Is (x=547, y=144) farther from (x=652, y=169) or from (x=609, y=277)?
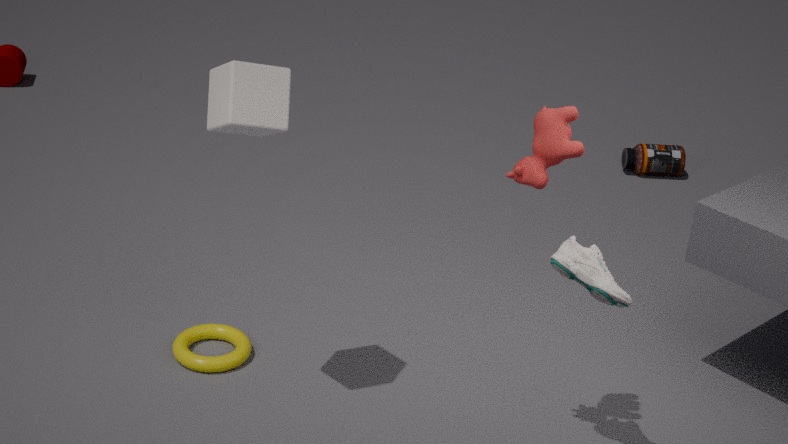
(x=652, y=169)
